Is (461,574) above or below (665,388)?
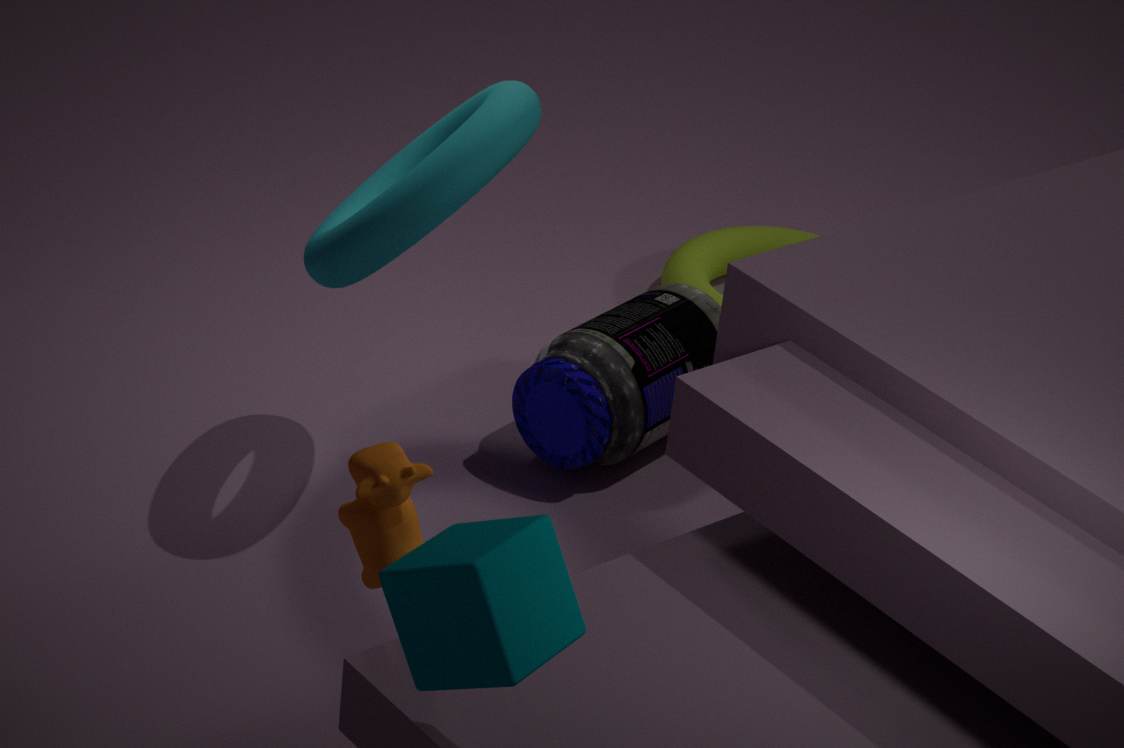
above
